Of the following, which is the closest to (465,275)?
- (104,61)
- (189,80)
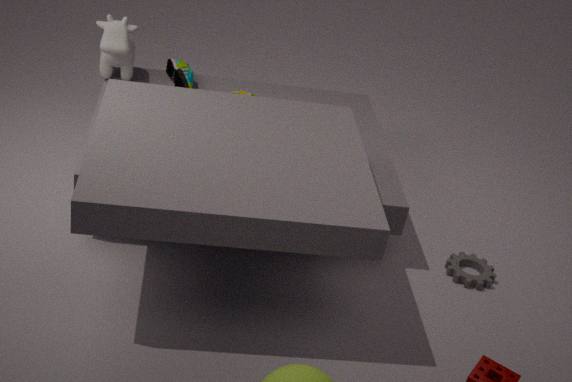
(189,80)
